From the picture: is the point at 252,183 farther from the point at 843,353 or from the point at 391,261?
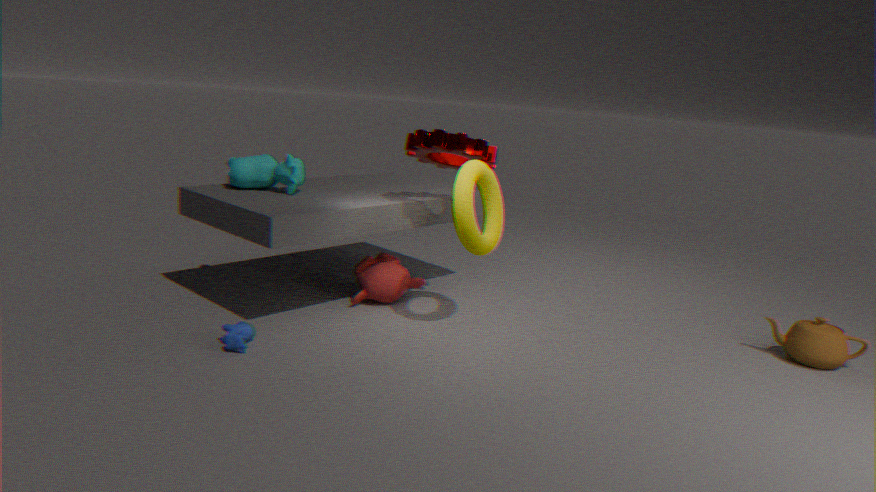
the point at 843,353
